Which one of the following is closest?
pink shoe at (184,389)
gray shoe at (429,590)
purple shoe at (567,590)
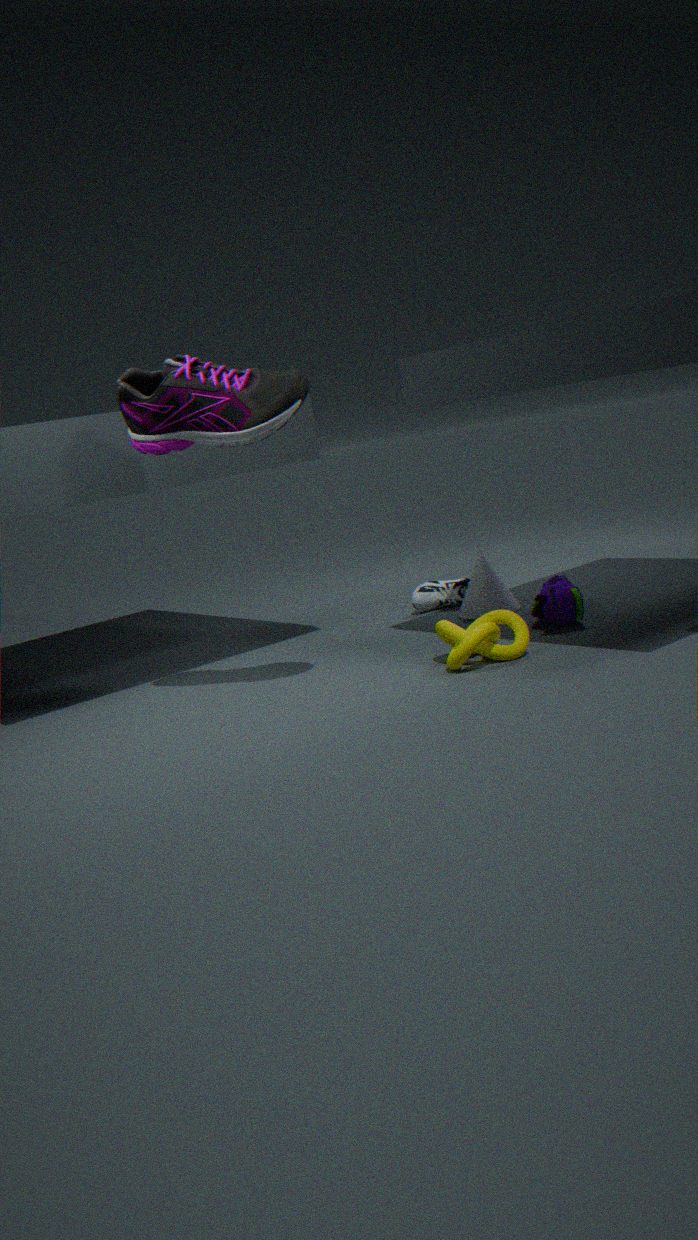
pink shoe at (184,389)
